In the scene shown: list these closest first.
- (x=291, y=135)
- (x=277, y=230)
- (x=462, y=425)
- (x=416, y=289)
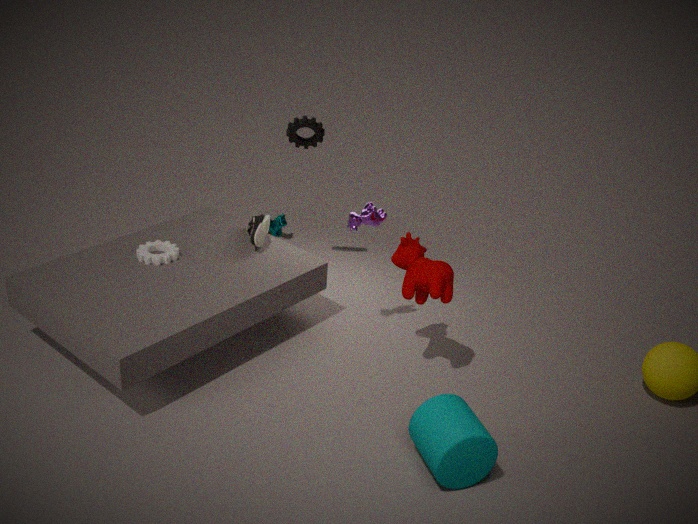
(x=462, y=425) < (x=416, y=289) < (x=291, y=135) < (x=277, y=230)
